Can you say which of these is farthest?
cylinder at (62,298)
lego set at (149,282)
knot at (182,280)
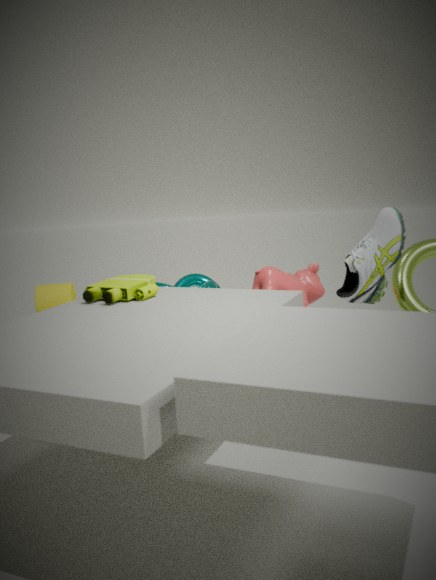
cylinder at (62,298)
